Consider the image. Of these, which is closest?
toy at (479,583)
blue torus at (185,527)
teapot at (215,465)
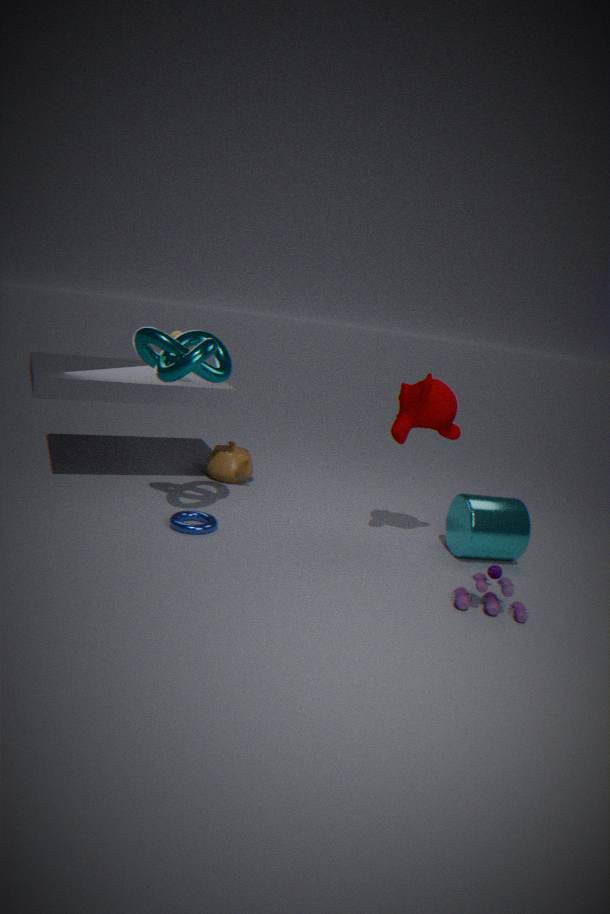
toy at (479,583)
